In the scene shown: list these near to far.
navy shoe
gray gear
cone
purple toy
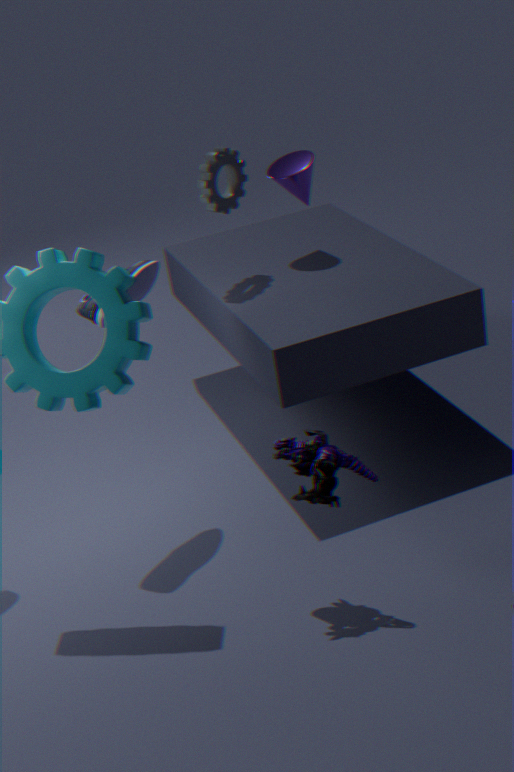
purple toy < navy shoe < gray gear < cone
